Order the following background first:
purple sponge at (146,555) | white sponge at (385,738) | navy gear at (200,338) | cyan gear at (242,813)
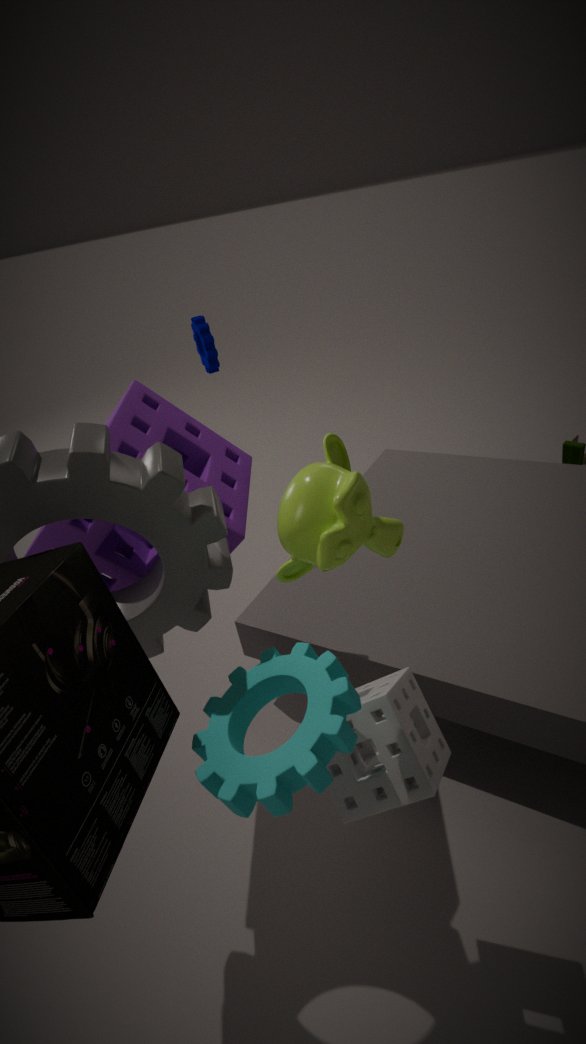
navy gear at (200,338)
purple sponge at (146,555)
white sponge at (385,738)
cyan gear at (242,813)
